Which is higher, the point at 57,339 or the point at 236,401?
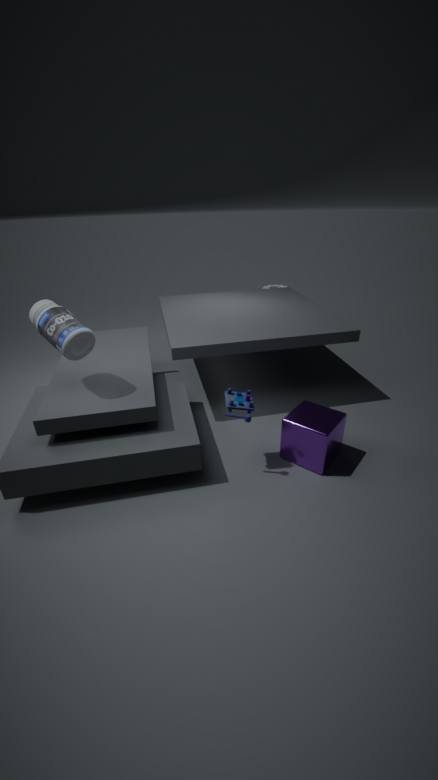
the point at 57,339
